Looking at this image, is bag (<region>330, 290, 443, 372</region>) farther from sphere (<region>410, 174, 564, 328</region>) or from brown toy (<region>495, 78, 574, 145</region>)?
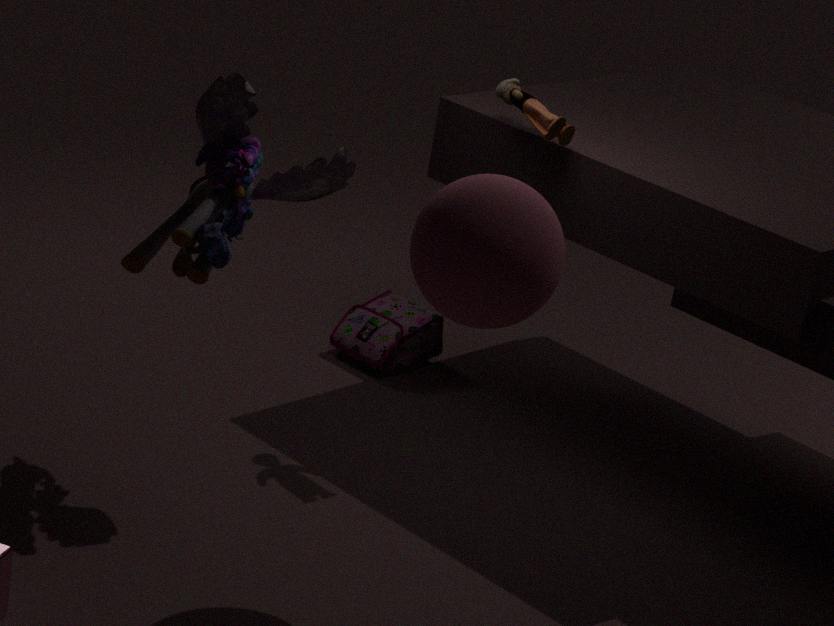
sphere (<region>410, 174, 564, 328</region>)
